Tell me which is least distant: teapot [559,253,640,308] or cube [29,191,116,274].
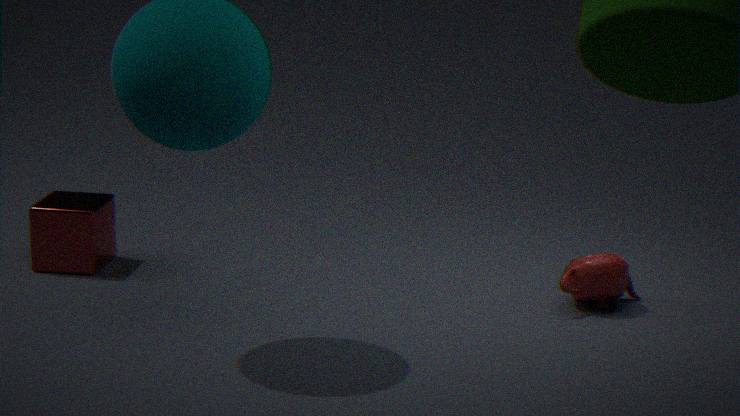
teapot [559,253,640,308]
